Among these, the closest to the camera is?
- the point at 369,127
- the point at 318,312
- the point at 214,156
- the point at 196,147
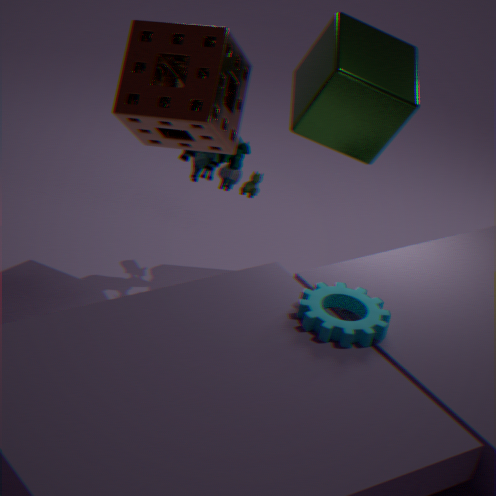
the point at 318,312
